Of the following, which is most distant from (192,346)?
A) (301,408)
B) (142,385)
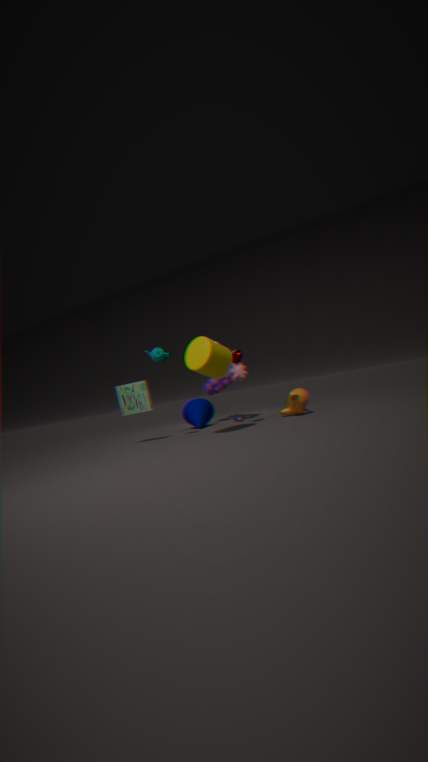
(301,408)
